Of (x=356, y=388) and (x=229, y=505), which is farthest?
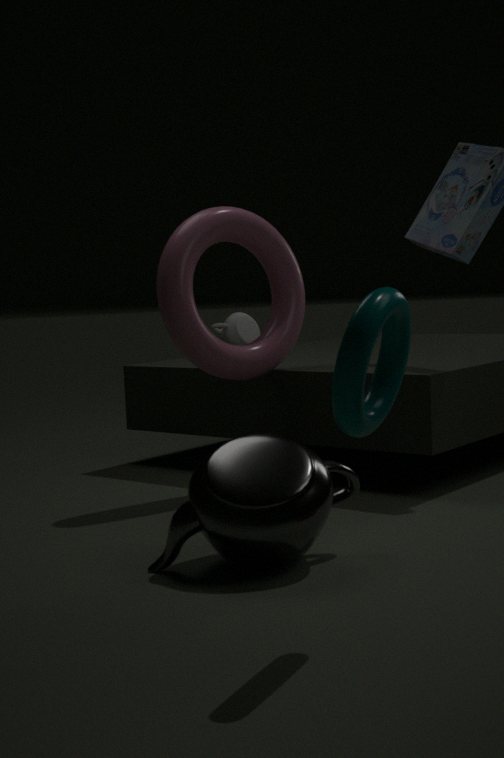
(x=229, y=505)
